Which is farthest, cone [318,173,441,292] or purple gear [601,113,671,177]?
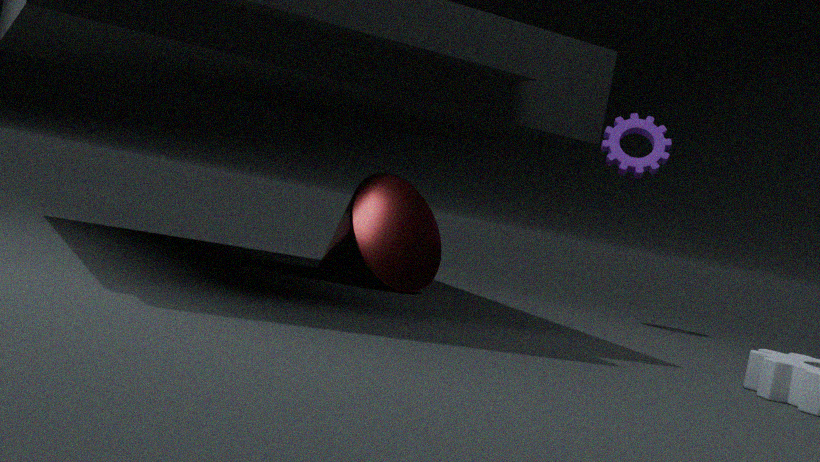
purple gear [601,113,671,177]
